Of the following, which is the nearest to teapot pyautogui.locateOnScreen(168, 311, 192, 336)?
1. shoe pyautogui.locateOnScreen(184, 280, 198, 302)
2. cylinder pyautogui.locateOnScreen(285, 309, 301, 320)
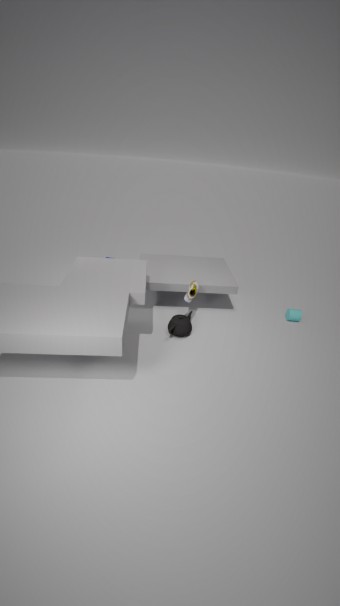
shoe pyautogui.locateOnScreen(184, 280, 198, 302)
